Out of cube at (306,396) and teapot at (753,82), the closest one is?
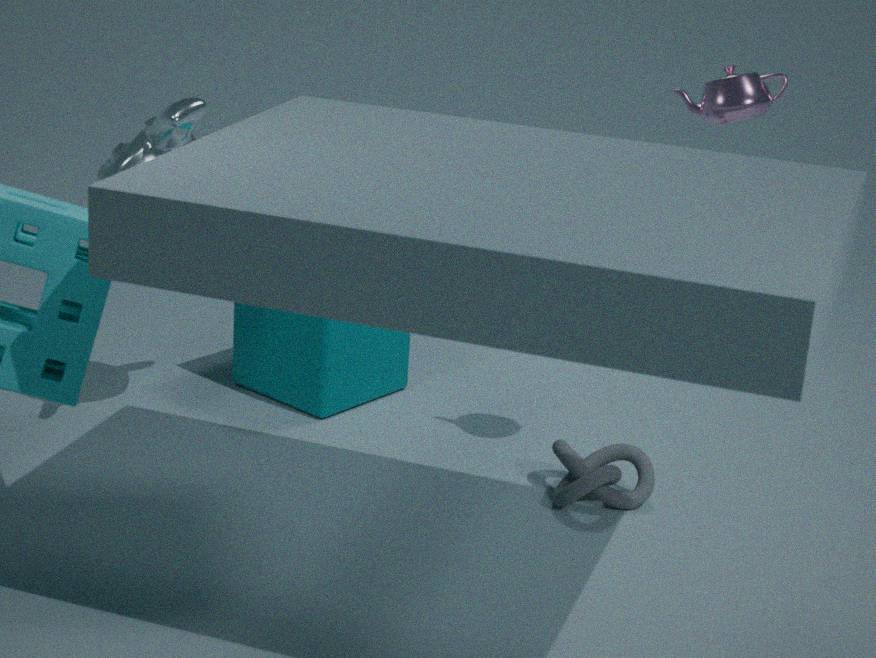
teapot at (753,82)
